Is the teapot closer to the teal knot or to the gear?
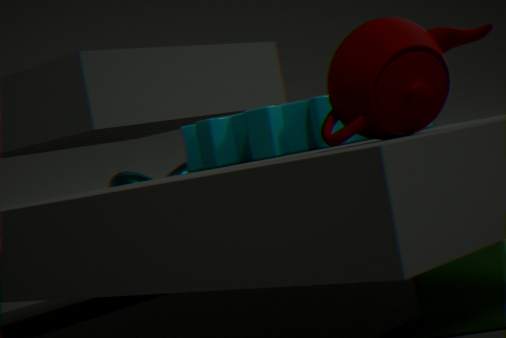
the gear
